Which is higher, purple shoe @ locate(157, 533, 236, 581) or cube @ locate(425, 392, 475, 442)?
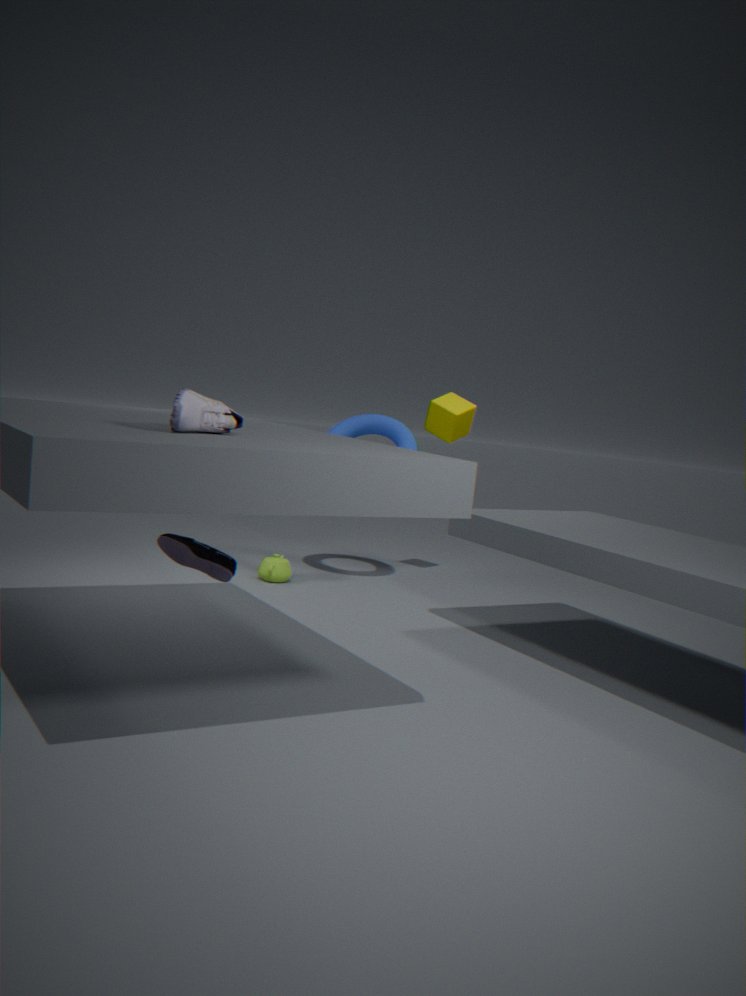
cube @ locate(425, 392, 475, 442)
